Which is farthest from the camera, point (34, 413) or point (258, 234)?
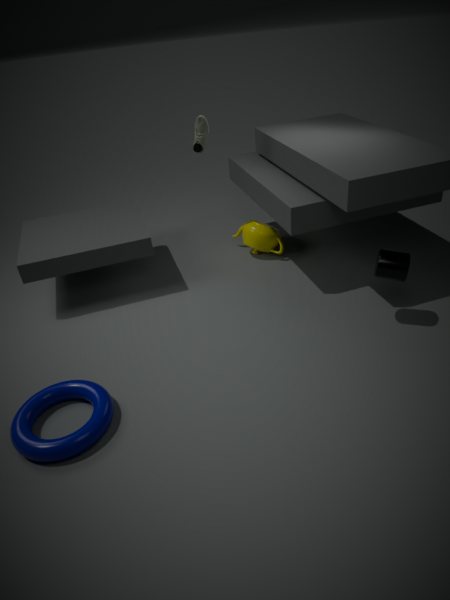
point (258, 234)
